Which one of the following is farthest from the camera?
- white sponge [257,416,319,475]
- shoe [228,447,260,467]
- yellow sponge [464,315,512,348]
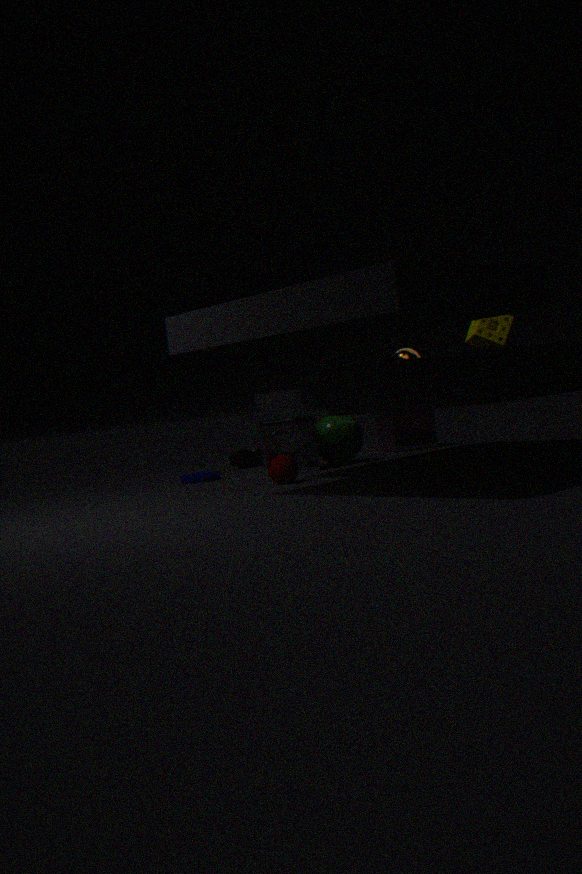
shoe [228,447,260,467]
